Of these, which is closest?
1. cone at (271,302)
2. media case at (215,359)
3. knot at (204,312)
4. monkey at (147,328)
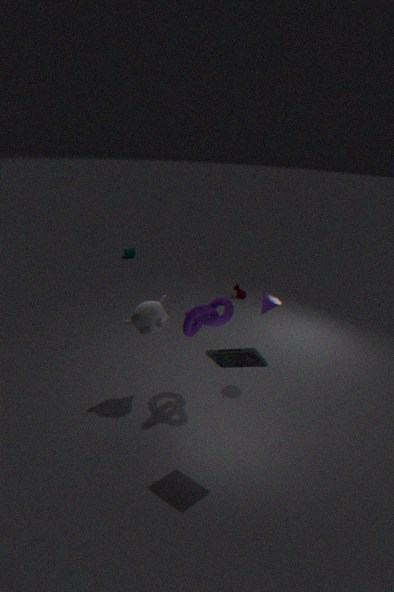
media case at (215,359)
